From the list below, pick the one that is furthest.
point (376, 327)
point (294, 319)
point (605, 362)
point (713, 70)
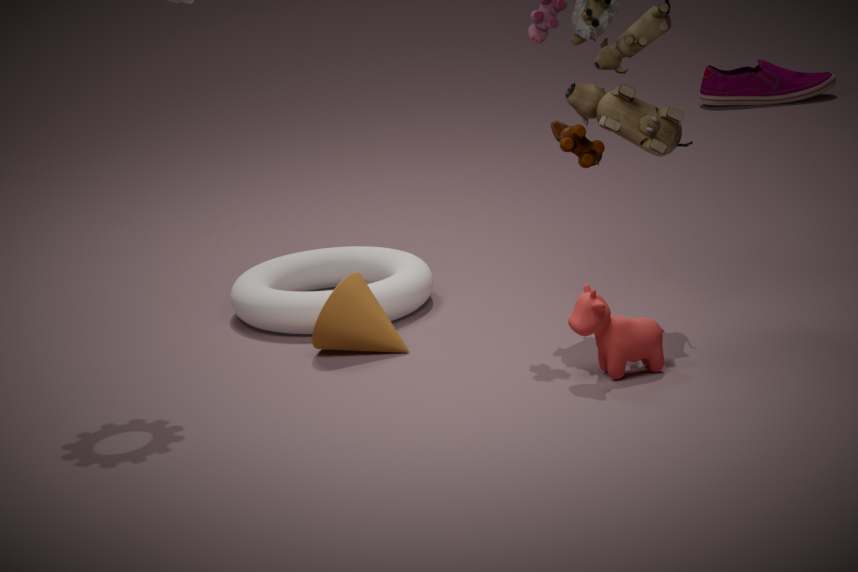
point (713, 70)
